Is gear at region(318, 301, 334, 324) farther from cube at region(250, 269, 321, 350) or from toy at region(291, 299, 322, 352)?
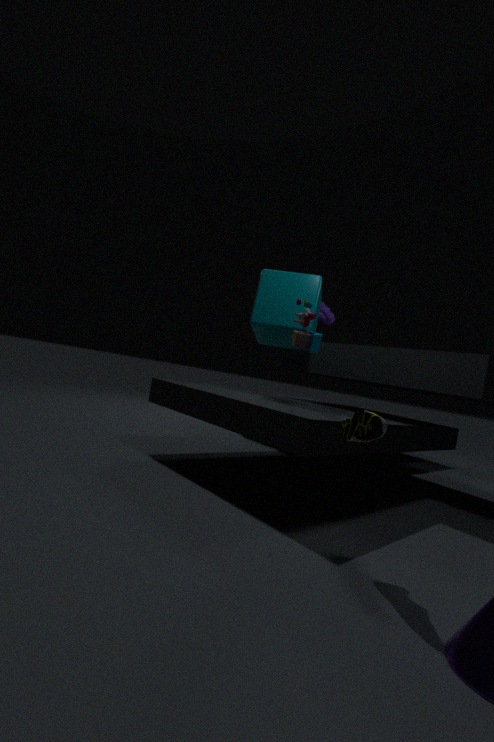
toy at region(291, 299, 322, 352)
